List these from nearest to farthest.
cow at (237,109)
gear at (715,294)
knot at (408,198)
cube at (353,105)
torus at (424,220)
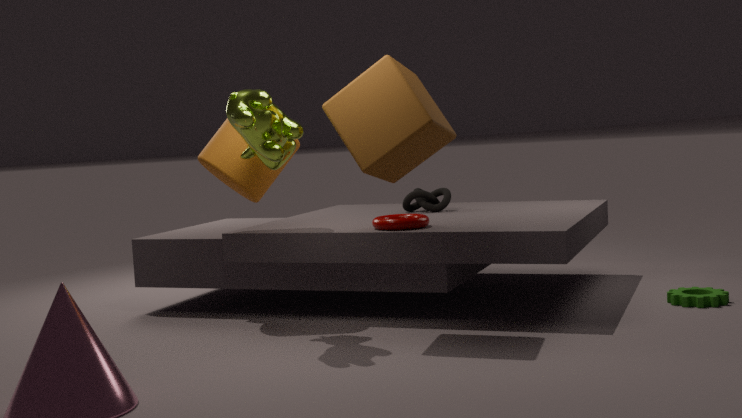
Answer: cube at (353,105), cow at (237,109), gear at (715,294), torus at (424,220), knot at (408,198)
